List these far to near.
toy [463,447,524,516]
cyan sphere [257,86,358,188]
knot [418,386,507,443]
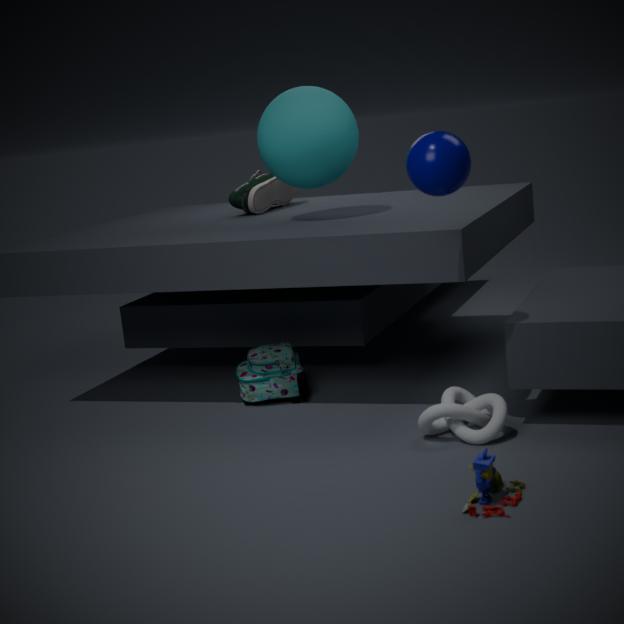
cyan sphere [257,86,358,188] < knot [418,386,507,443] < toy [463,447,524,516]
